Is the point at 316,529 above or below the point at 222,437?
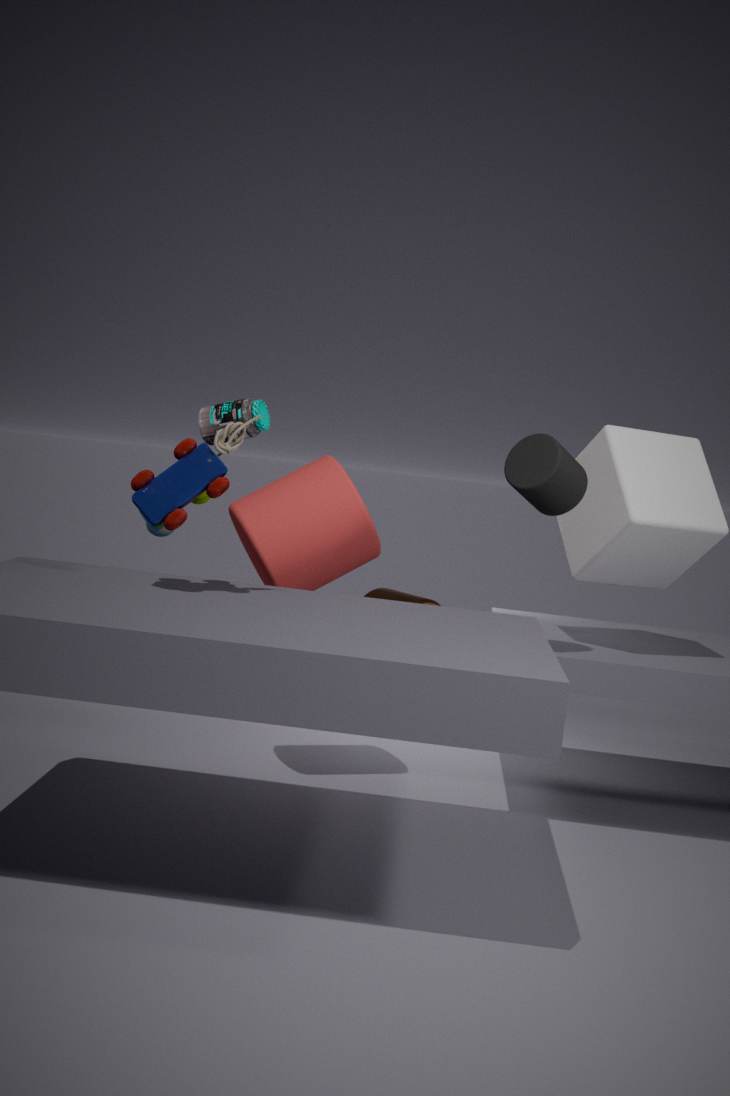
below
